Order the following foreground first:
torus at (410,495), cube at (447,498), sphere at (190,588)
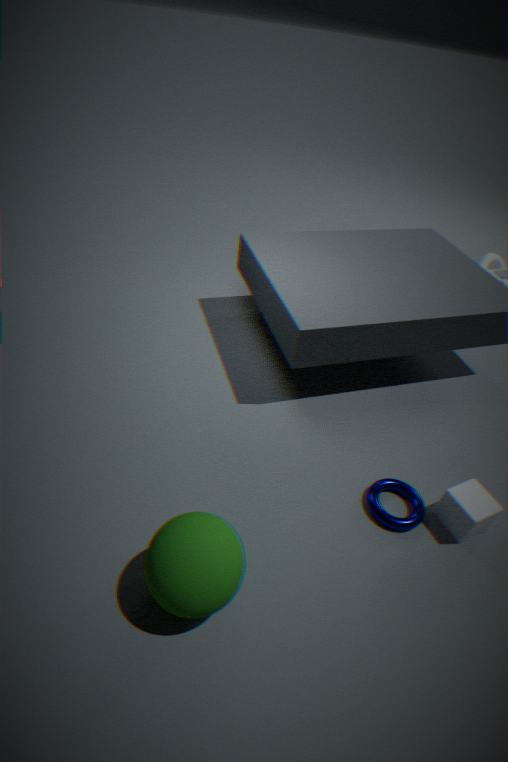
sphere at (190,588) → cube at (447,498) → torus at (410,495)
